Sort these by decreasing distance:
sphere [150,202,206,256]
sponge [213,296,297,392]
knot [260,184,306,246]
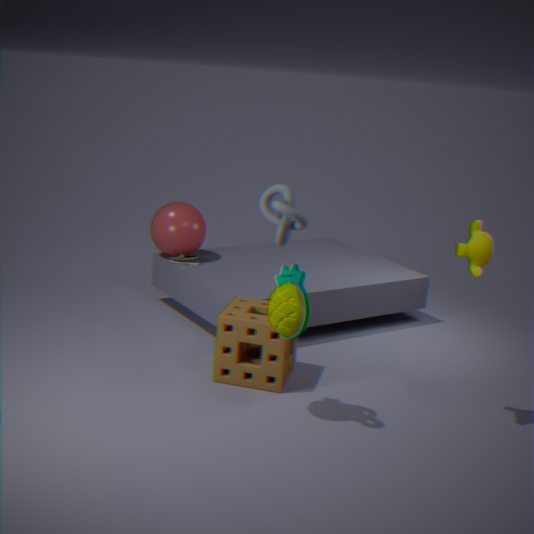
sphere [150,202,206,256]
sponge [213,296,297,392]
knot [260,184,306,246]
